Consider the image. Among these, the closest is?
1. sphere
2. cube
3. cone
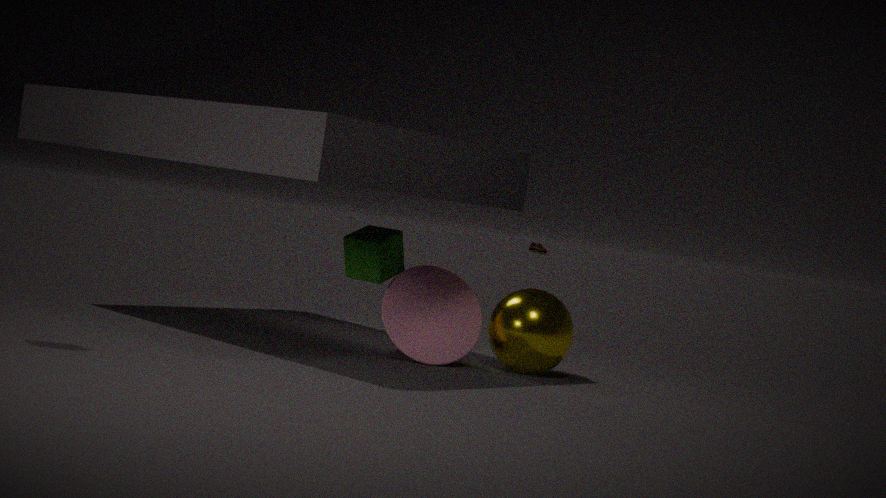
cube
